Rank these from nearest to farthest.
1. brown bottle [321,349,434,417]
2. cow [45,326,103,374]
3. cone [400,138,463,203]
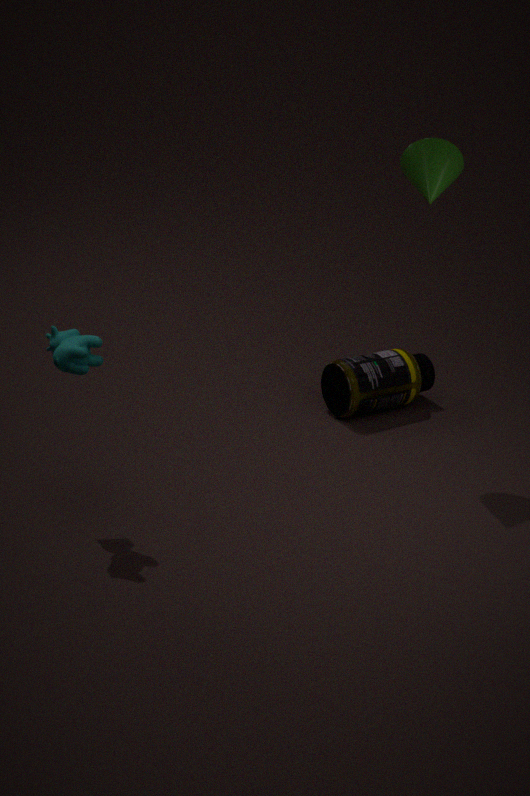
1. cow [45,326,103,374]
2. cone [400,138,463,203]
3. brown bottle [321,349,434,417]
